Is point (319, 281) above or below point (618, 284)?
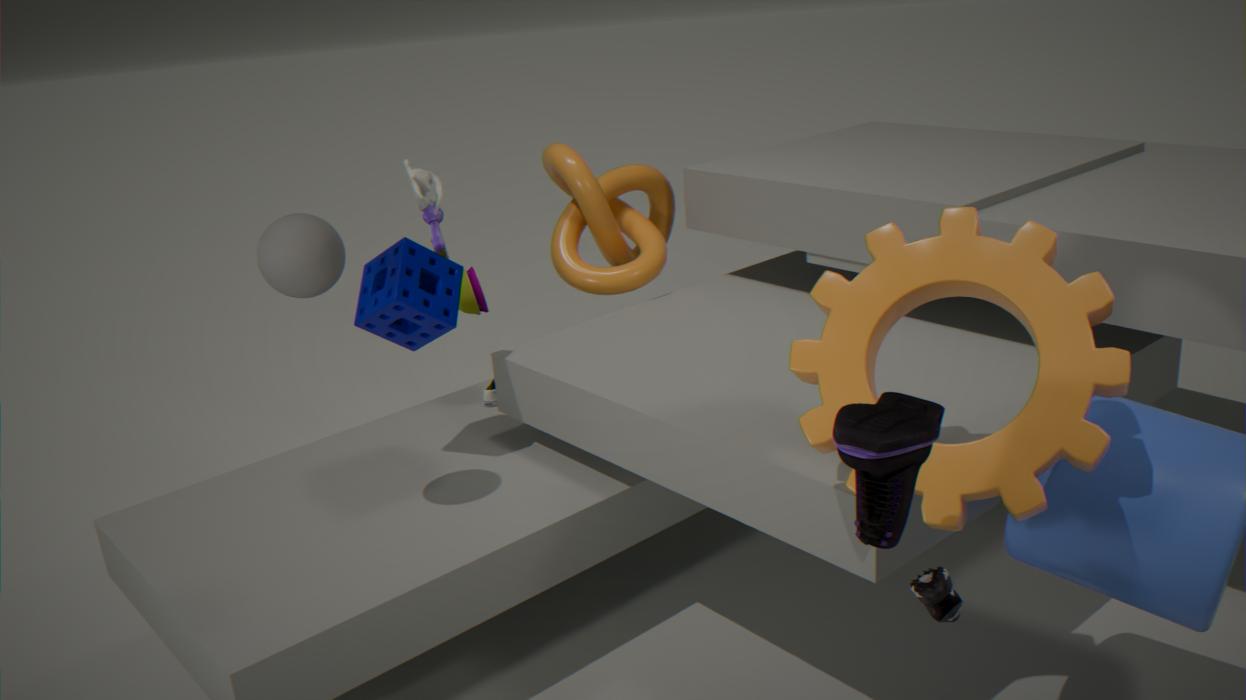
above
